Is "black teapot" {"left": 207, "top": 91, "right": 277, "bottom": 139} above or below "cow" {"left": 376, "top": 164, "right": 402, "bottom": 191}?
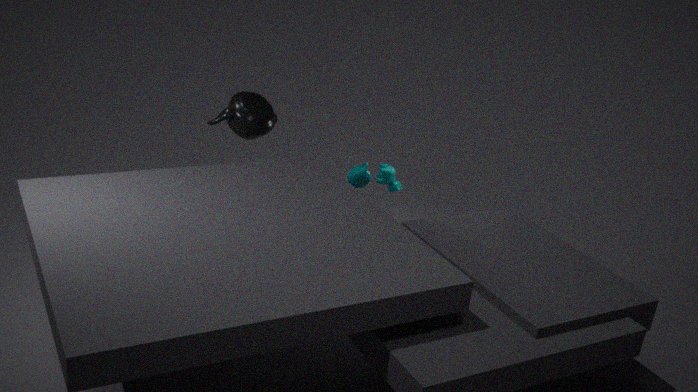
above
